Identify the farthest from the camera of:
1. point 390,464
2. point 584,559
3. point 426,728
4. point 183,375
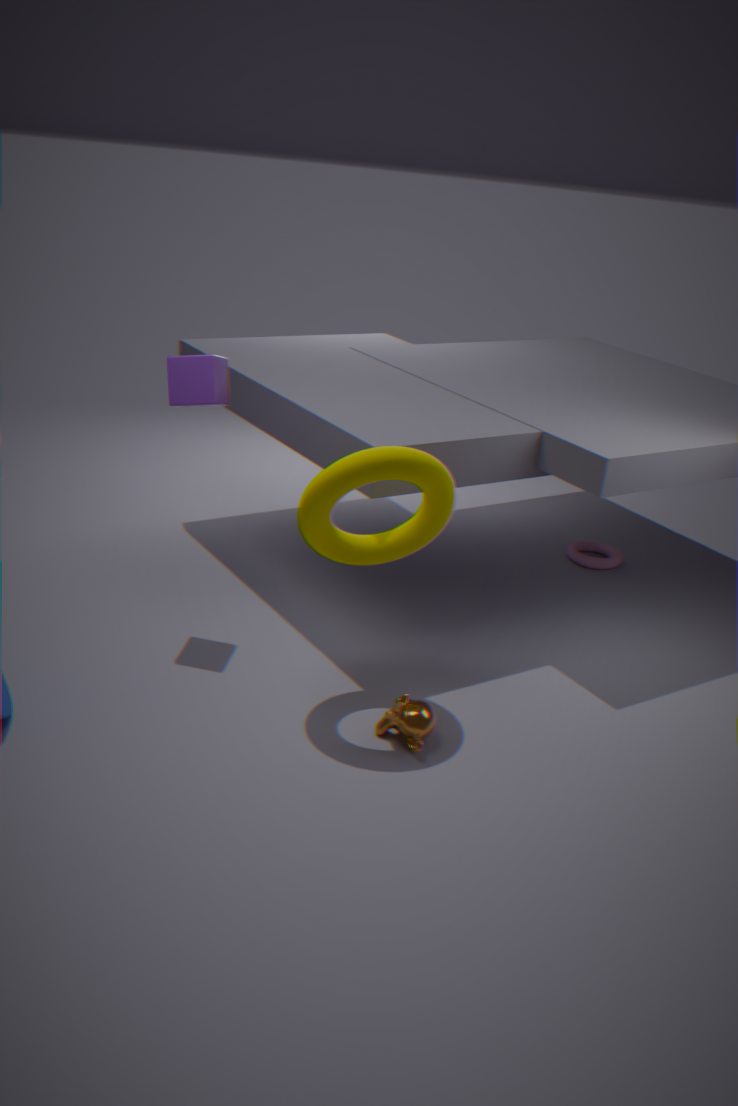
point 584,559
